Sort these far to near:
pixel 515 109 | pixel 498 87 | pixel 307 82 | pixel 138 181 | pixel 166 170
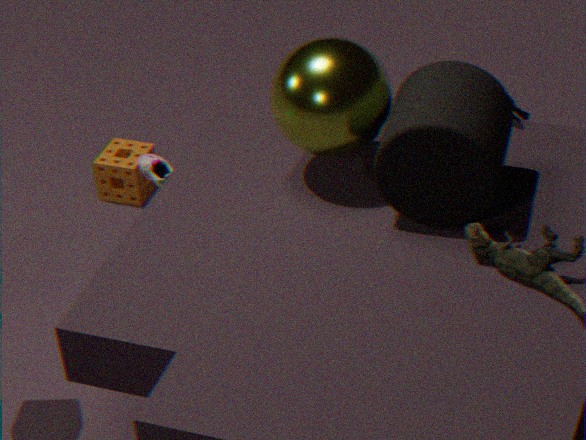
pixel 138 181 → pixel 166 170 → pixel 515 109 → pixel 498 87 → pixel 307 82
